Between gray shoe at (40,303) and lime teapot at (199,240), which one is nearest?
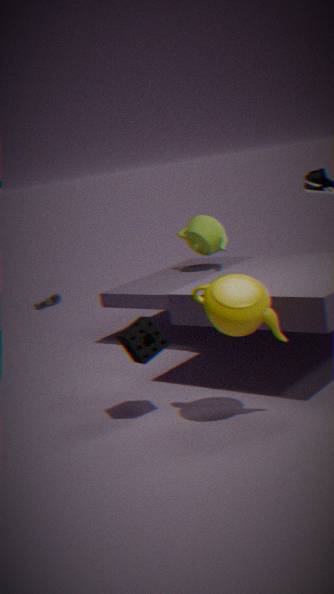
lime teapot at (199,240)
